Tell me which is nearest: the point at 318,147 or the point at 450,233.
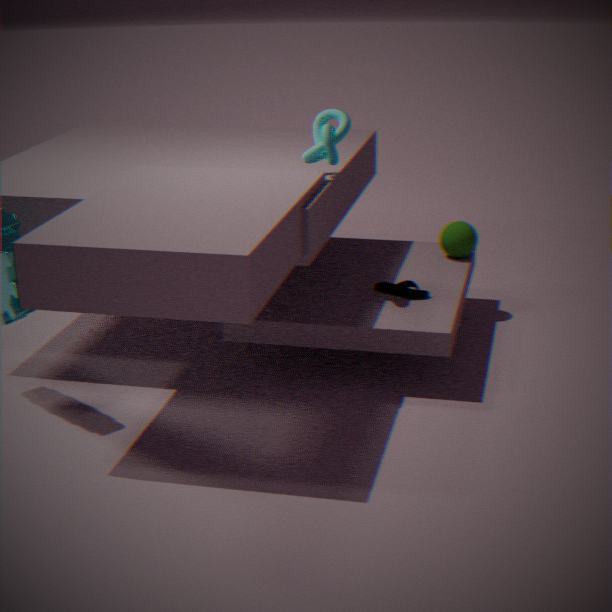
the point at 318,147
